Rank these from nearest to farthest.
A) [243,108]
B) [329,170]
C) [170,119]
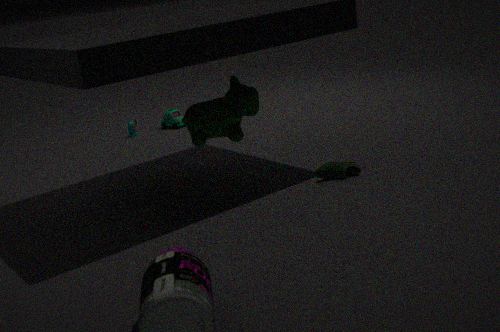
[243,108] → [329,170] → [170,119]
